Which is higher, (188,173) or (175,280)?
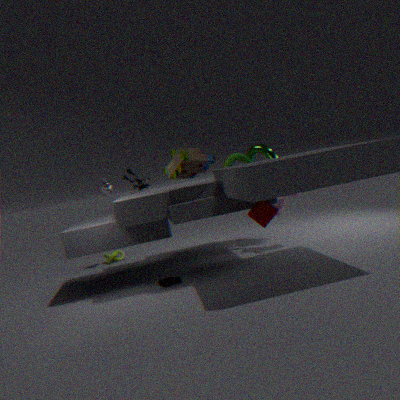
(188,173)
